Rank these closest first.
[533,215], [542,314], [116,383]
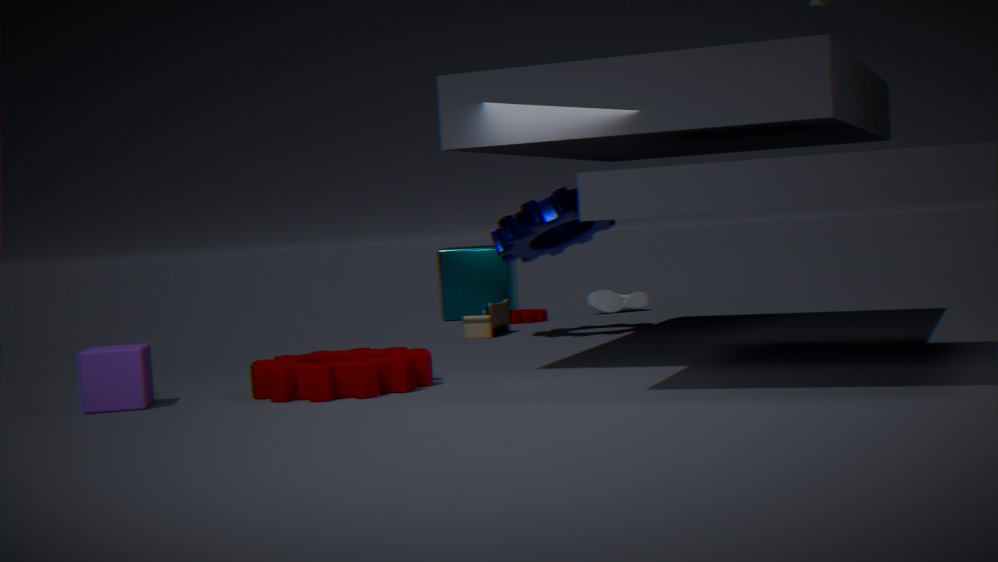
[116,383]
[533,215]
[542,314]
